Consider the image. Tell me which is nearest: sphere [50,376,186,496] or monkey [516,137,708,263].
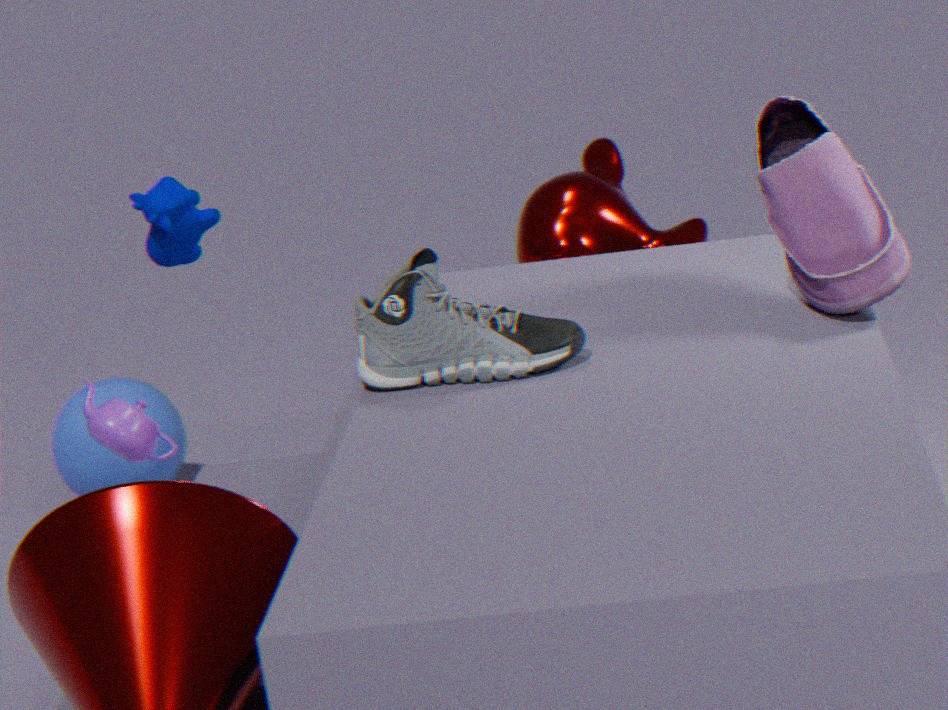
monkey [516,137,708,263]
